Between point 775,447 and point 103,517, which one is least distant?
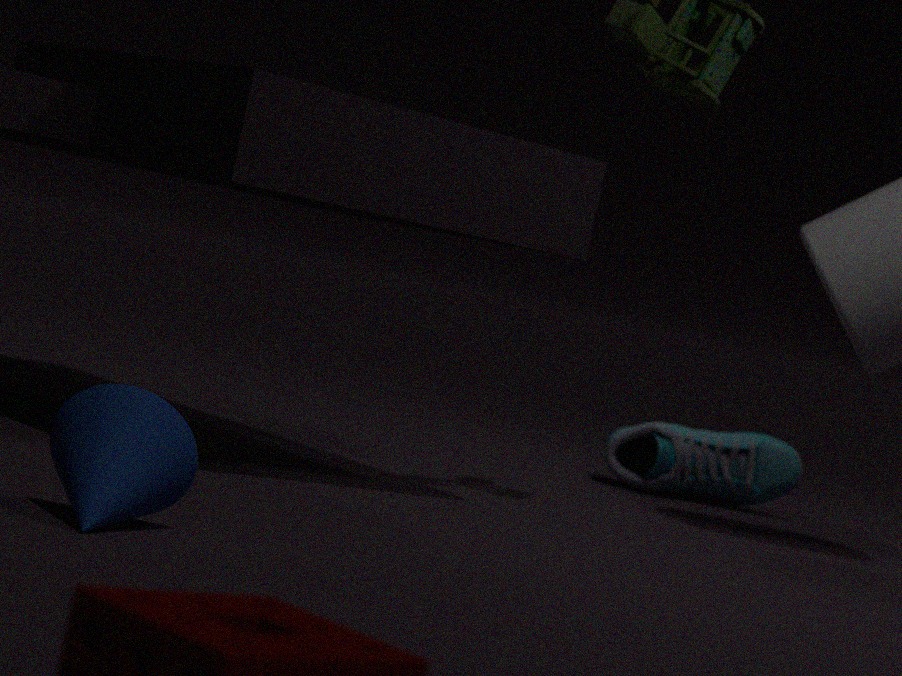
point 103,517
